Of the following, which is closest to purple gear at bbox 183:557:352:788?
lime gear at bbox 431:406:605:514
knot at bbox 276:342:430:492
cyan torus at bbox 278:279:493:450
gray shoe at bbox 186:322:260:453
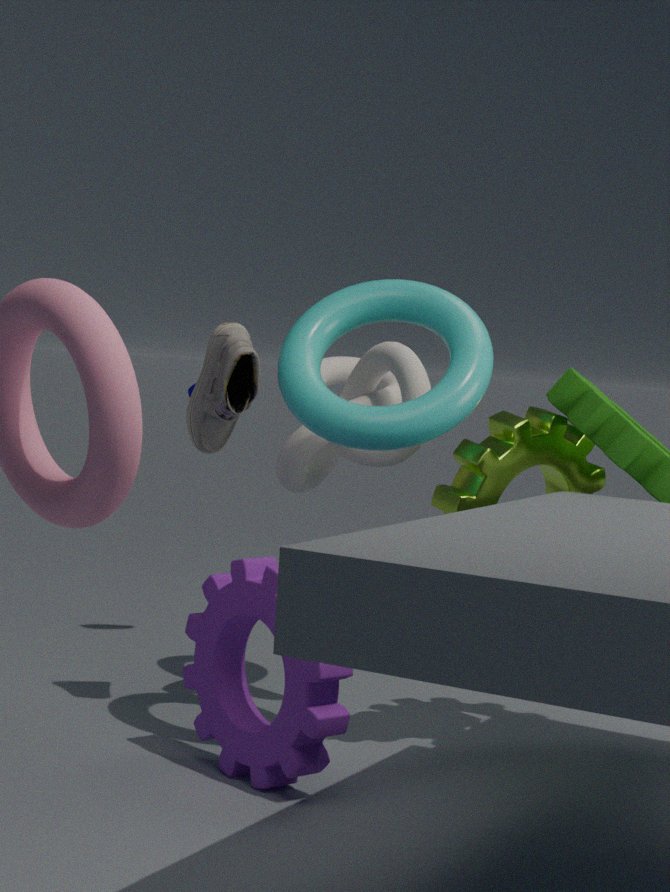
cyan torus at bbox 278:279:493:450
